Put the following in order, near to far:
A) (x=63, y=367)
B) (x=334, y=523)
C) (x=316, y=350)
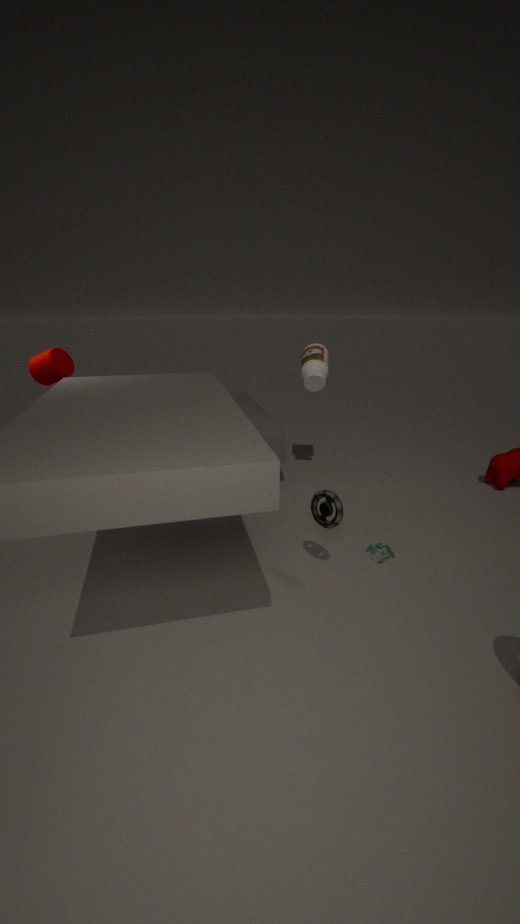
1. (x=334, y=523)
2. (x=63, y=367)
3. (x=316, y=350)
